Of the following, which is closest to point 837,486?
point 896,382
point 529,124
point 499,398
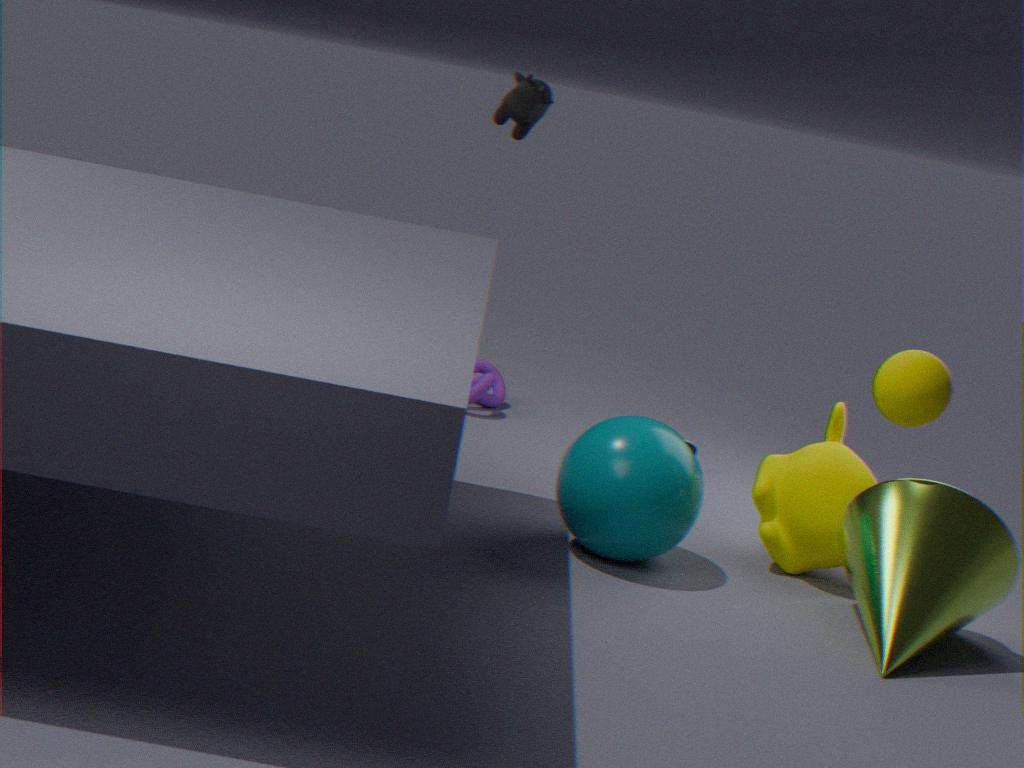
point 896,382
